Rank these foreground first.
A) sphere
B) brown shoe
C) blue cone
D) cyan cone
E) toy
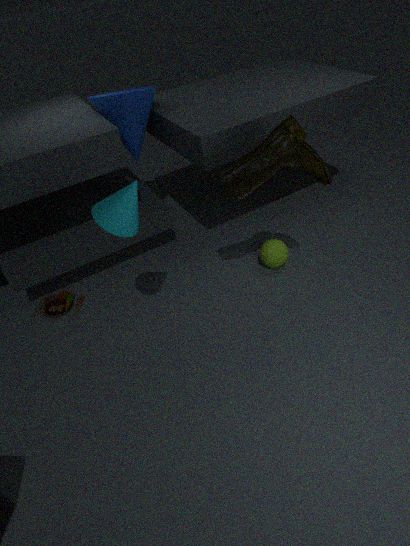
cyan cone, brown shoe, blue cone, sphere, toy
